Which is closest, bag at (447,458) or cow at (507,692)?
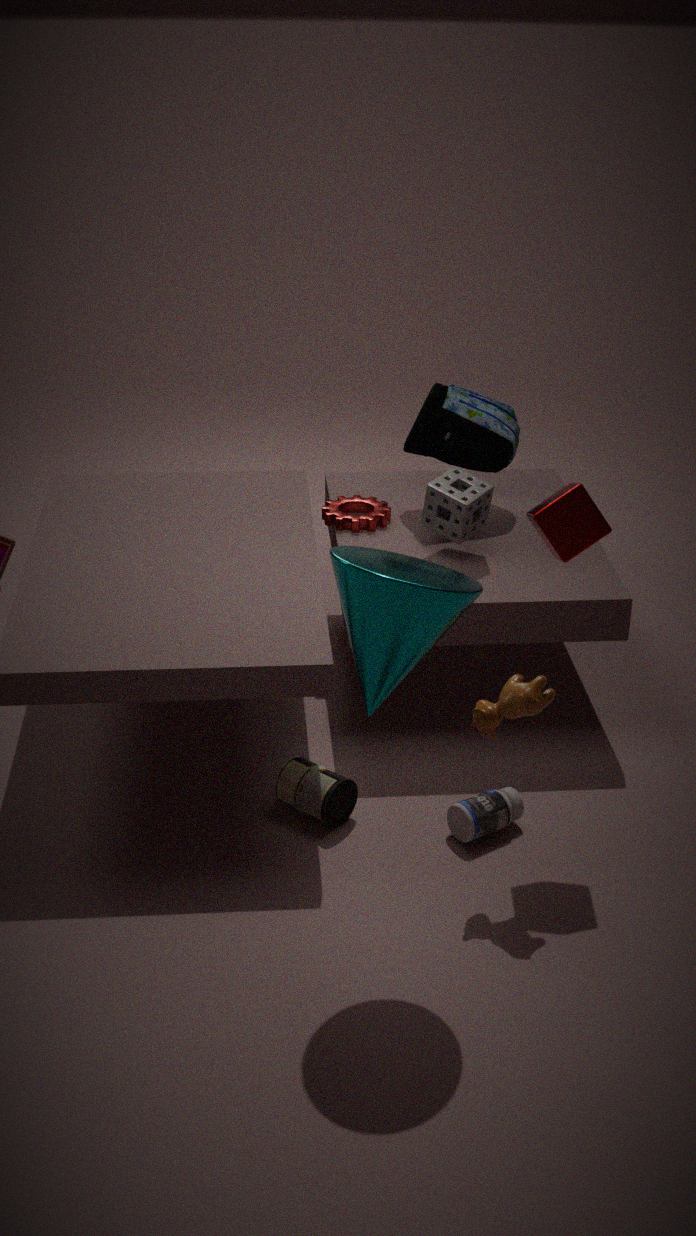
cow at (507,692)
